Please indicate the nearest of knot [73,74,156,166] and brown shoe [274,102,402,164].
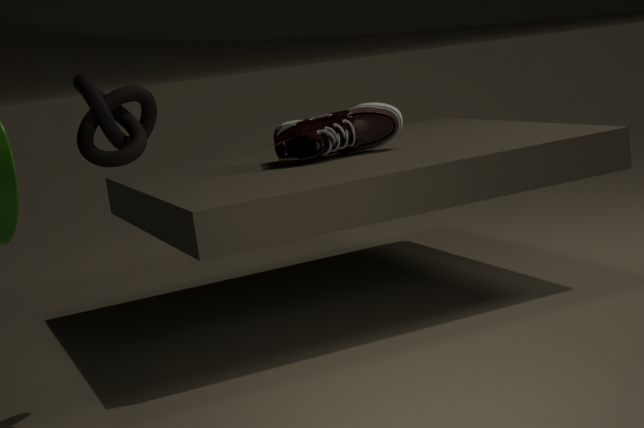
knot [73,74,156,166]
